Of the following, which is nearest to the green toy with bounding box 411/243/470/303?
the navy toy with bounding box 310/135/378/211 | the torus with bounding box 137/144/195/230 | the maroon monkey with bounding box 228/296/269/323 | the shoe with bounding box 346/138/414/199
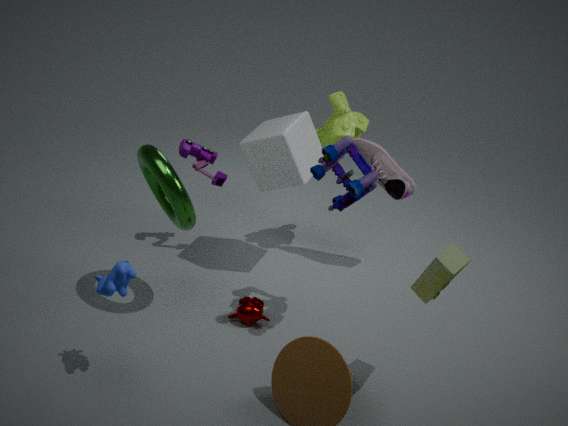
the navy toy with bounding box 310/135/378/211
